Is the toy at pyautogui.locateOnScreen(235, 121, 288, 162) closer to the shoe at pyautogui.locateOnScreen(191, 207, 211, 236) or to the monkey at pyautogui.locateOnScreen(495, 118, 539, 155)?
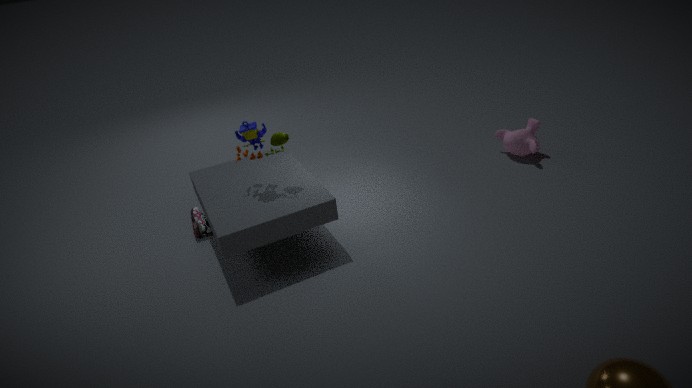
the shoe at pyautogui.locateOnScreen(191, 207, 211, 236)
